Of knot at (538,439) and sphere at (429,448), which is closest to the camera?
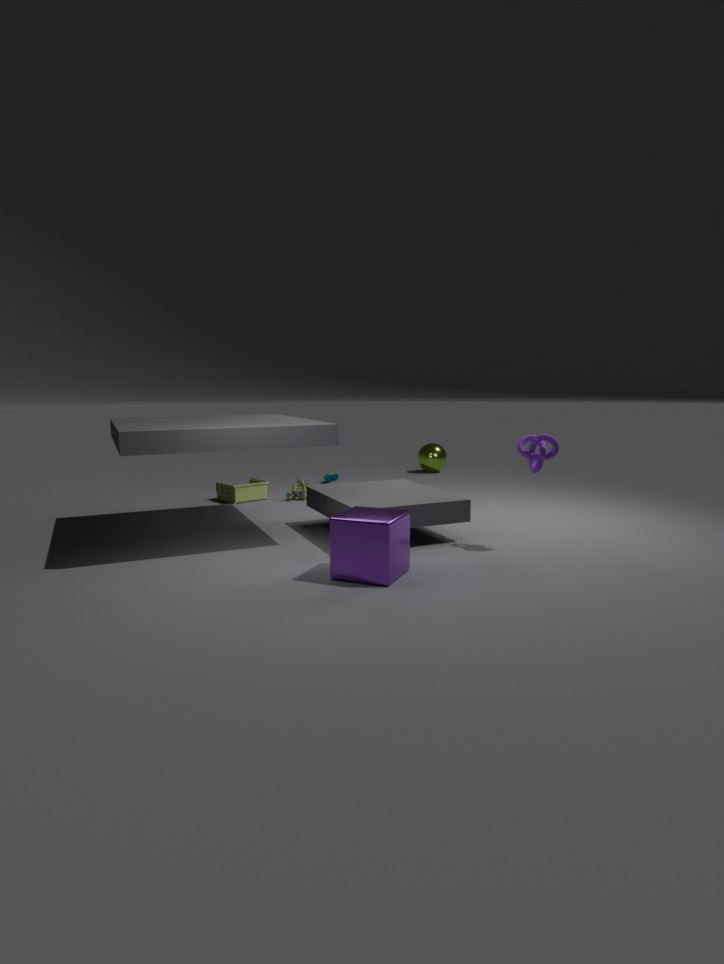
knot at (538,439)
